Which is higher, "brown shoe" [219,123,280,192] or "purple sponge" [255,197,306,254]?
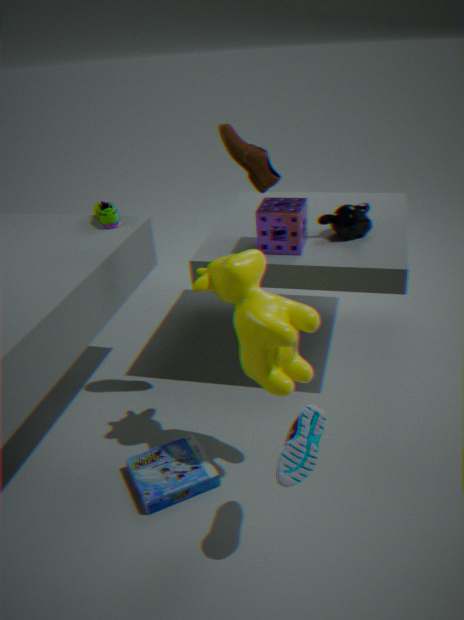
"brown shoe" [219,123,280,192]
